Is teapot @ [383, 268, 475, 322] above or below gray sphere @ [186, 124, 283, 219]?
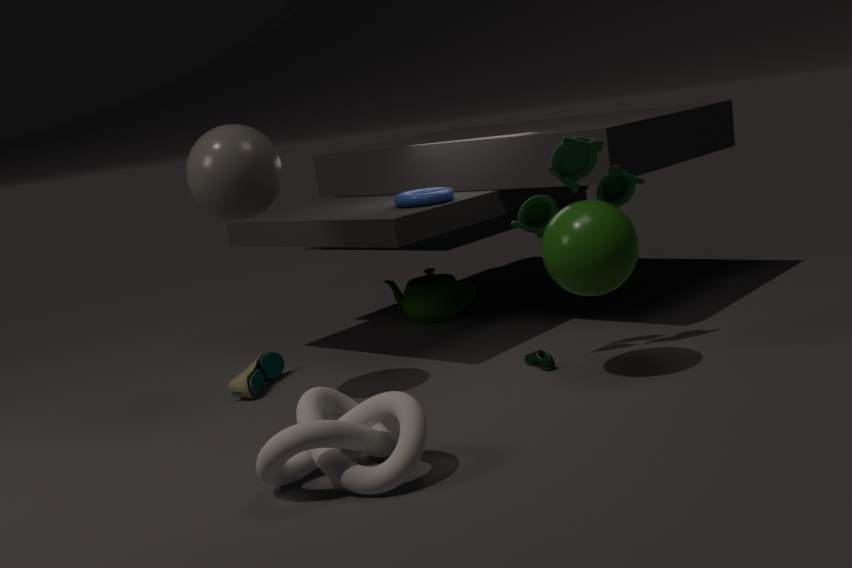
below
